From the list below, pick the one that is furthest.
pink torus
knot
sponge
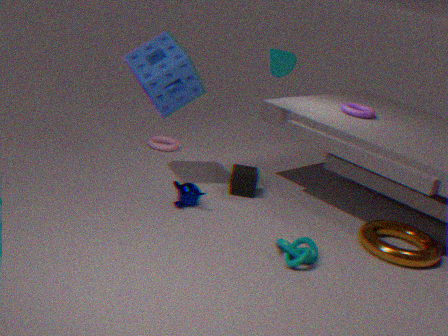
pink torus
